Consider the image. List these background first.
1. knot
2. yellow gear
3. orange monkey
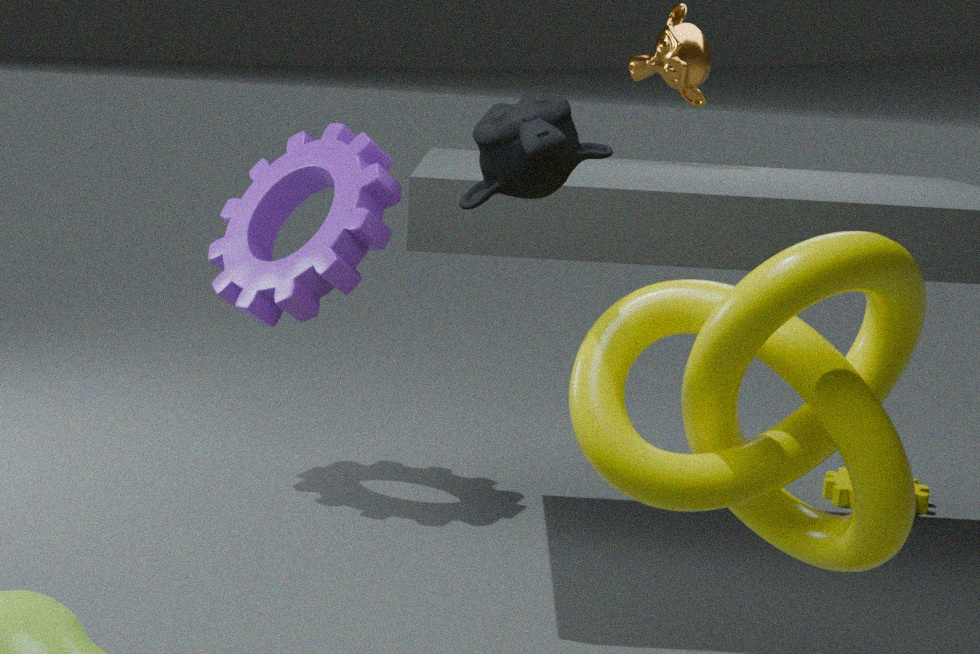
yellow gear, orange monkey, knot
